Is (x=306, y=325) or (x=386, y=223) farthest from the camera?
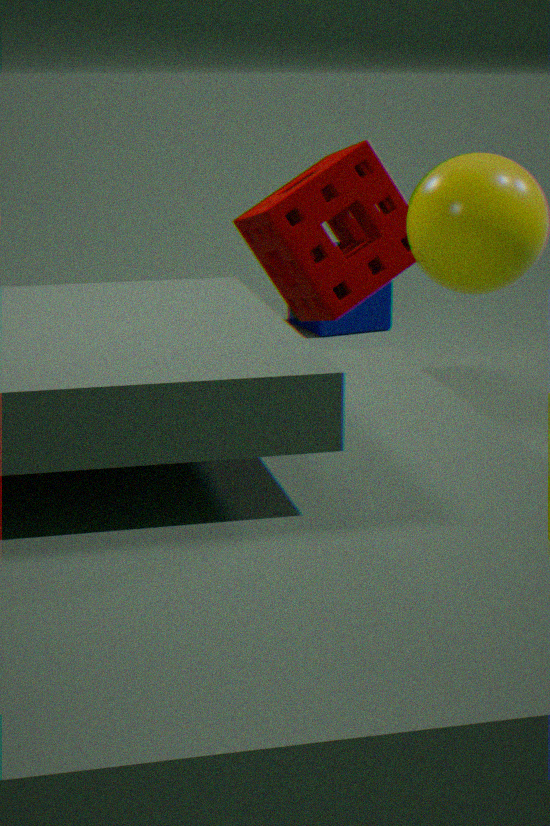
(x=306, y=325)
